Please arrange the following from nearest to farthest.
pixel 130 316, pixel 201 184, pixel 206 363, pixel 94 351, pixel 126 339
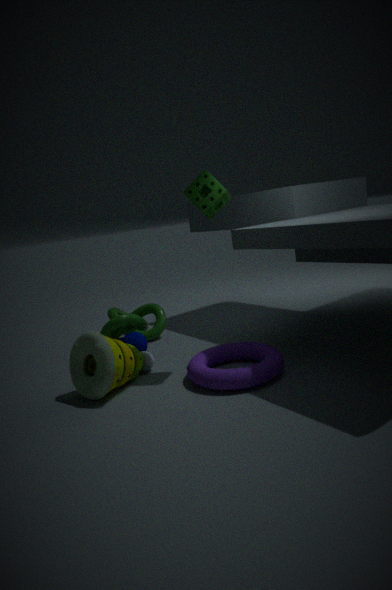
pixel 94 351, pixel 201 184, pixel 206 363, pixel 126 339, pixel 130 316
